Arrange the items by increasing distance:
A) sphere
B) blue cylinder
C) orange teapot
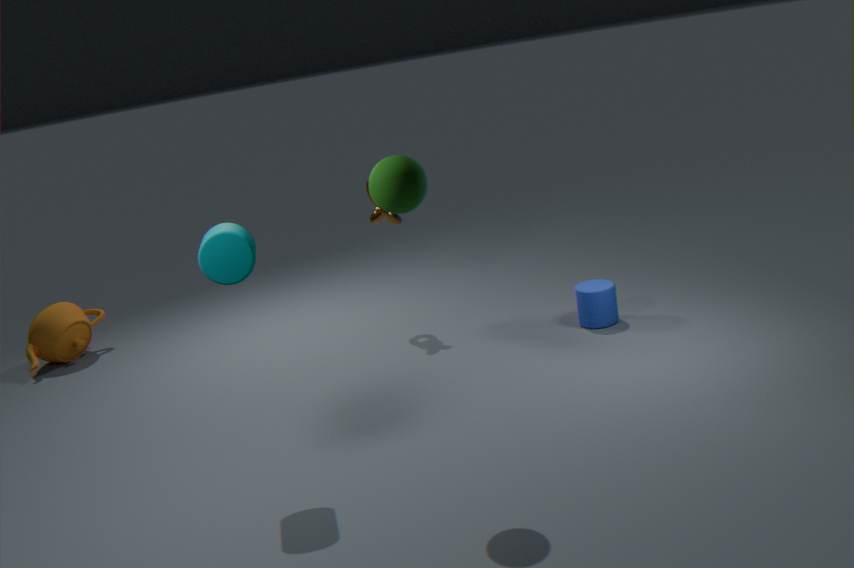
1. sphere
2. blue cylinder
3. orange teapot
